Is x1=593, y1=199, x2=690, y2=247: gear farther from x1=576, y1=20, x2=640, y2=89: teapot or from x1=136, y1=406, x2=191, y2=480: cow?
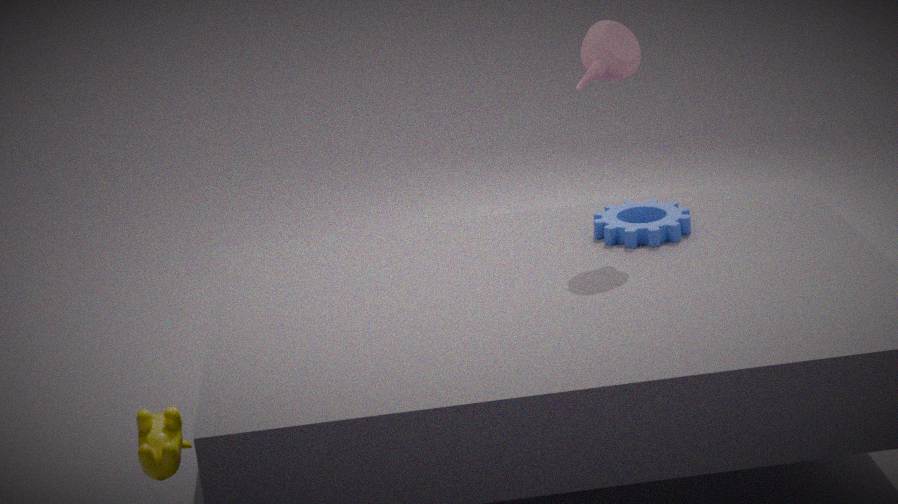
x1=136, y1=406, x2=191, y2=480: cow
